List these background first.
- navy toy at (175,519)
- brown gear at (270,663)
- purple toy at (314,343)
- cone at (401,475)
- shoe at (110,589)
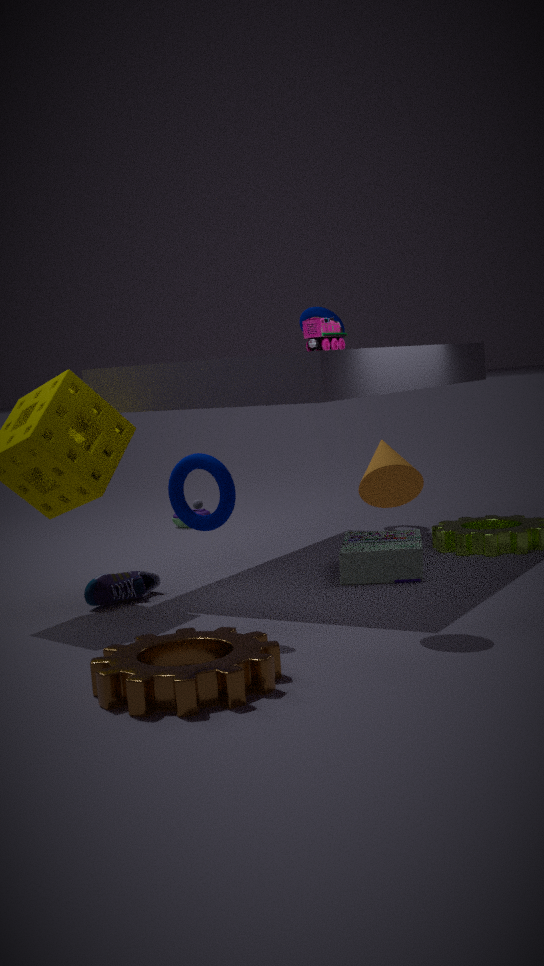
navy toy at (175,519) → purple toy at (314,343) → shoe at (110,589) → cone at (401,475) → brown gear at (270,663)
